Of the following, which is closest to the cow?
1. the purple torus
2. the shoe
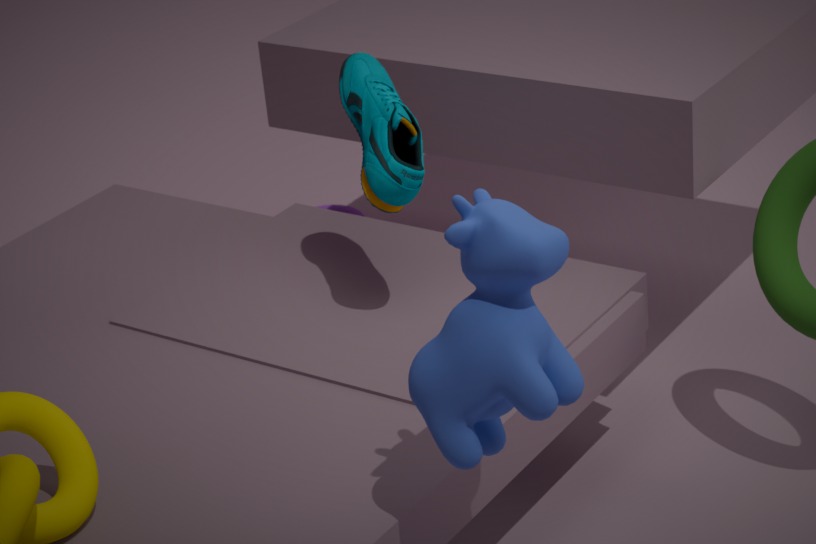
the shoe
